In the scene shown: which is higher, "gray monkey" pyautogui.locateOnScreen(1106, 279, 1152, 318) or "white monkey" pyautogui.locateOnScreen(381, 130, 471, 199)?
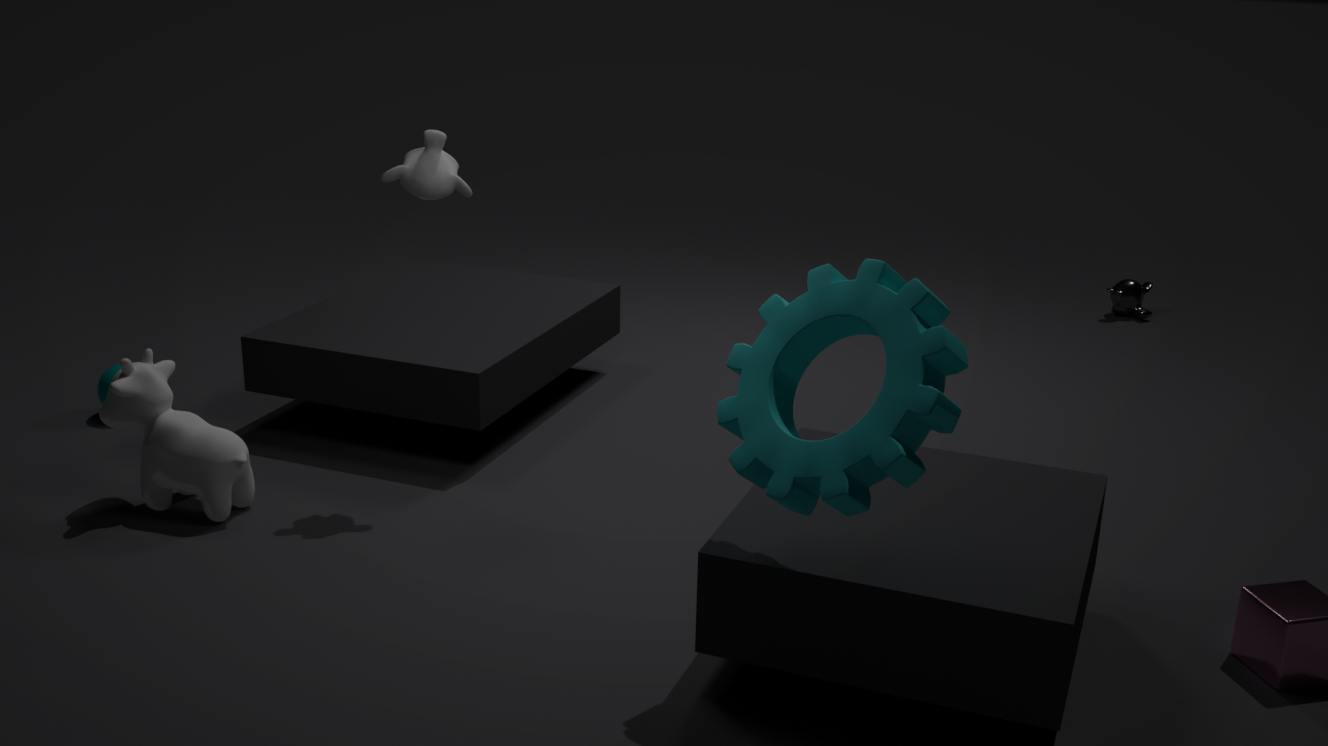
"white monkey" pyautogui.locateOnScreen(381, 130, 471, 199)
